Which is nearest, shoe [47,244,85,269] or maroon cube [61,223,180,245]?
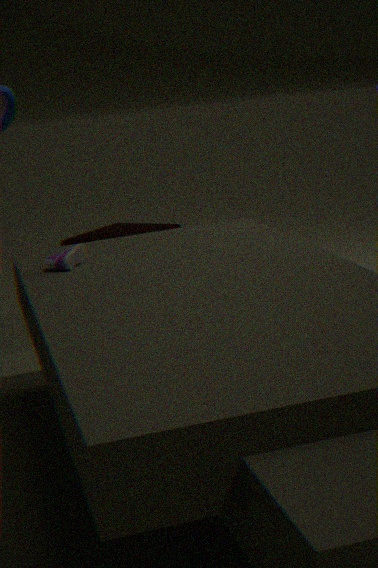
shoe [47,244,85,269]
